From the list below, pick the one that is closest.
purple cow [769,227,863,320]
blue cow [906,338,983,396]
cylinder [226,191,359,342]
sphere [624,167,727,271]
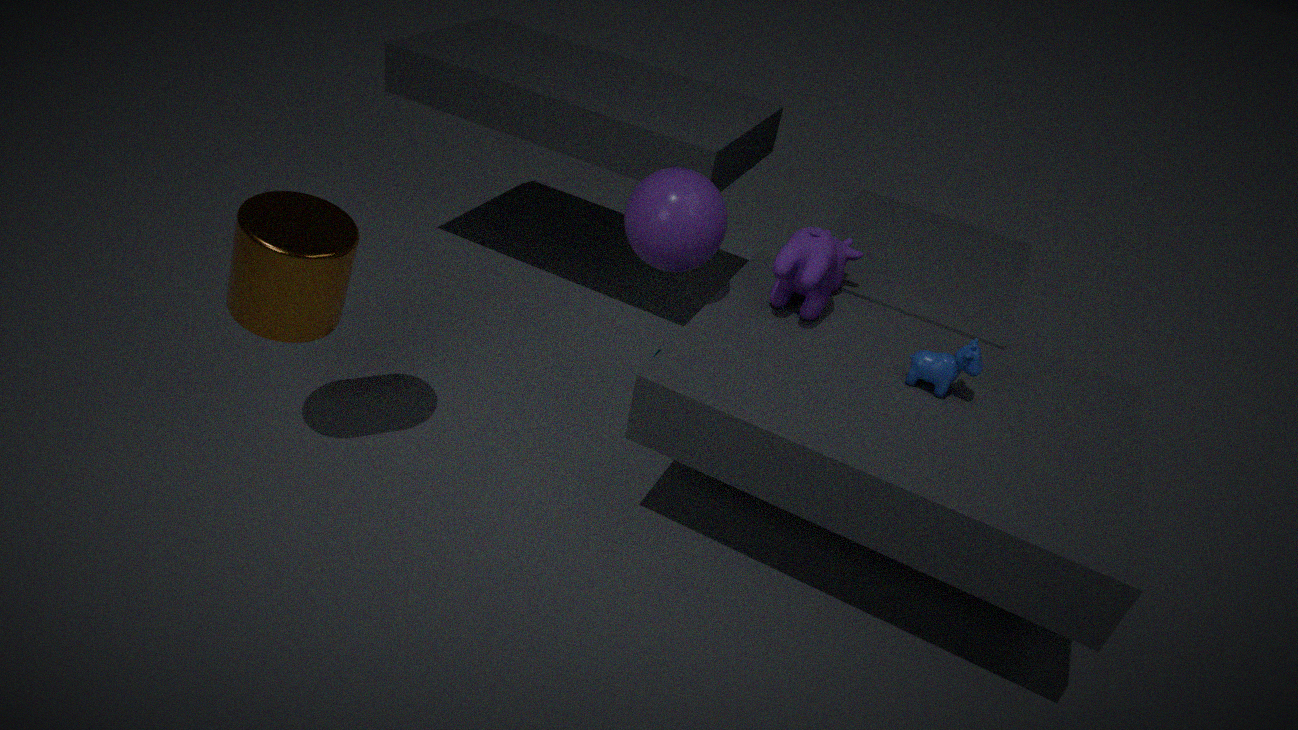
cylinder [226,191,359,342]
